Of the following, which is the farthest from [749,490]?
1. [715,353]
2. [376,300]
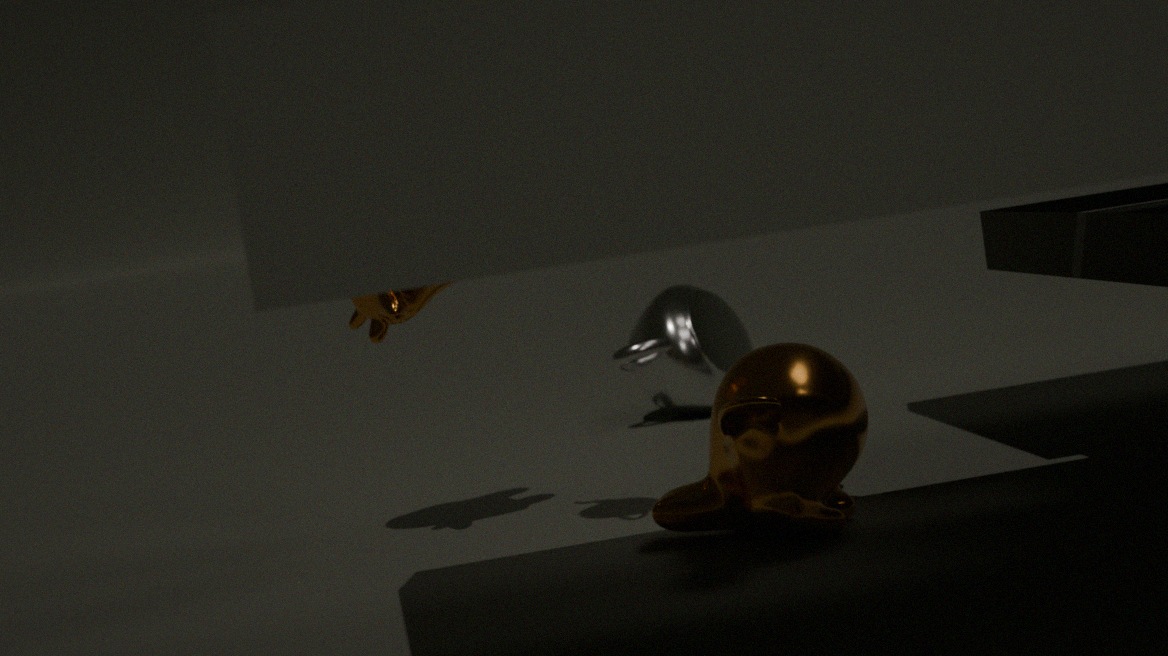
[715,353]
